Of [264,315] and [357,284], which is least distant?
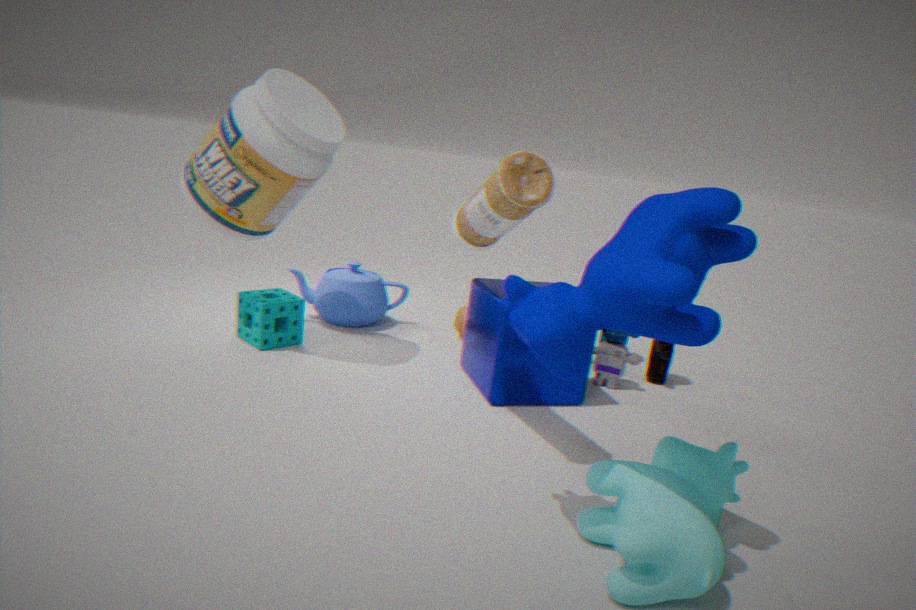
[264,315]
